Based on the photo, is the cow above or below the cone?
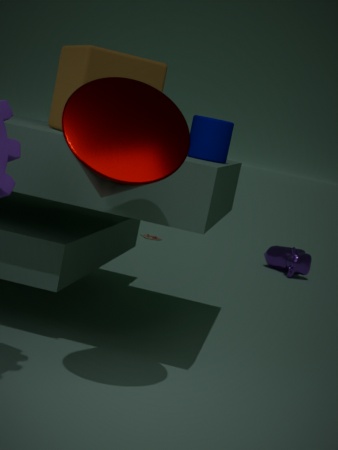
below
